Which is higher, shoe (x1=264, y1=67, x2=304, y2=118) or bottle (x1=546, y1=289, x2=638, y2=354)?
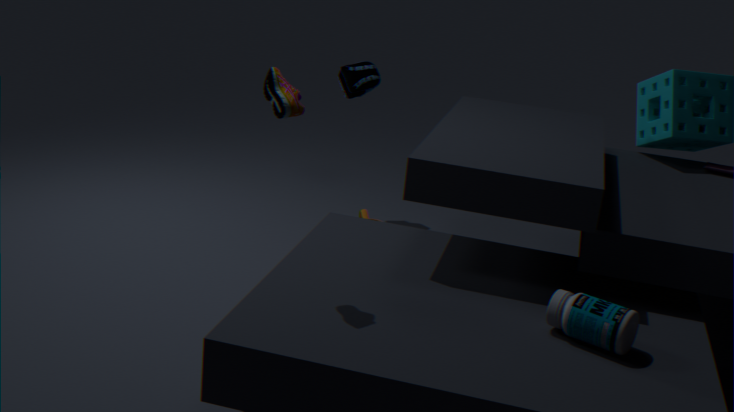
shoe (x1=264, y1=67, x2=304, y2=118)
